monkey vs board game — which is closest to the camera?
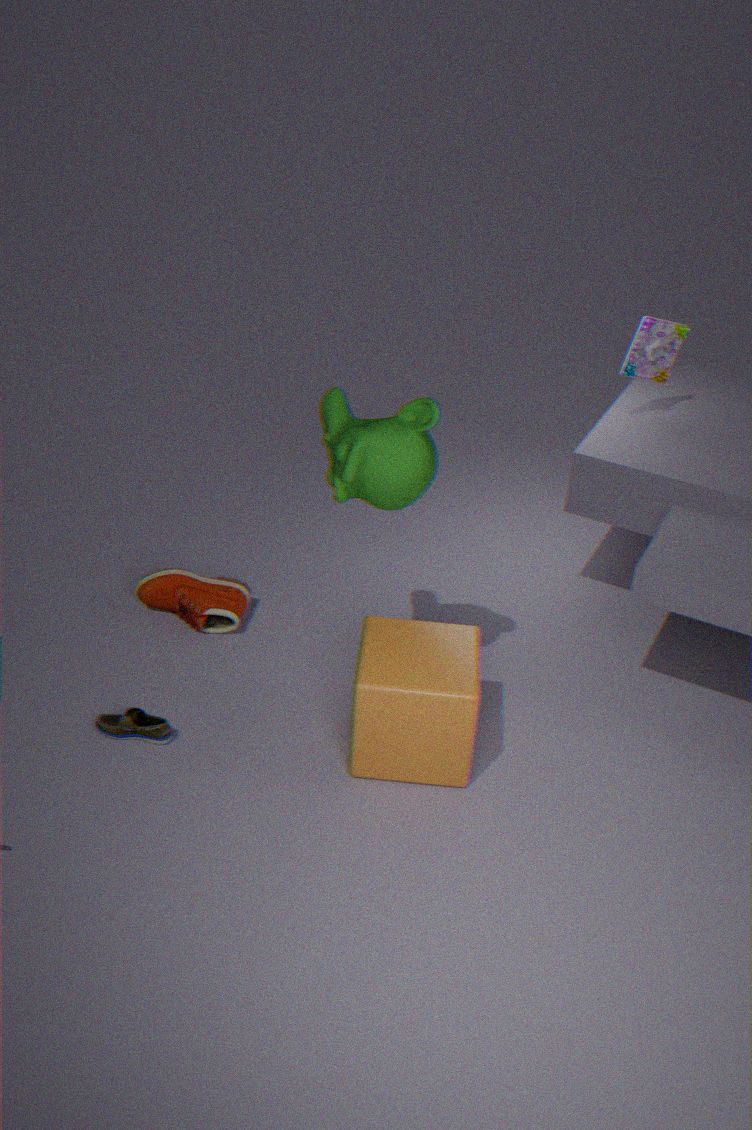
monkey
